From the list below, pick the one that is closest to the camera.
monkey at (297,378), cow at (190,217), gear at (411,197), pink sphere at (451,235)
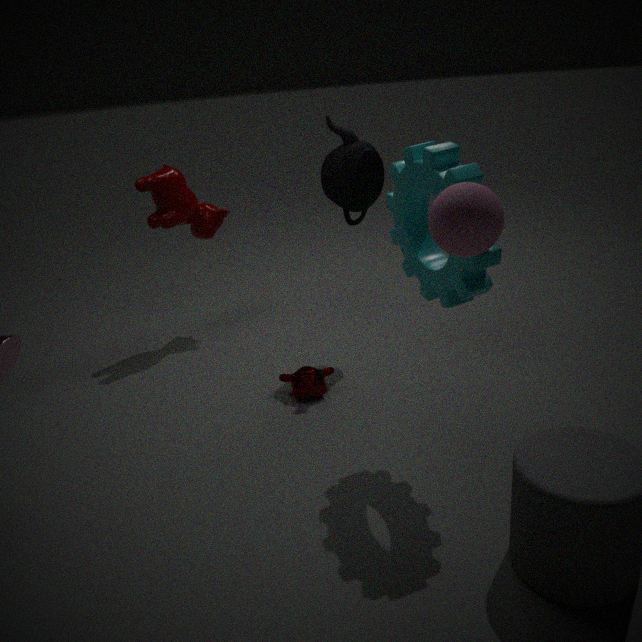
pink sphere at (451,235)
